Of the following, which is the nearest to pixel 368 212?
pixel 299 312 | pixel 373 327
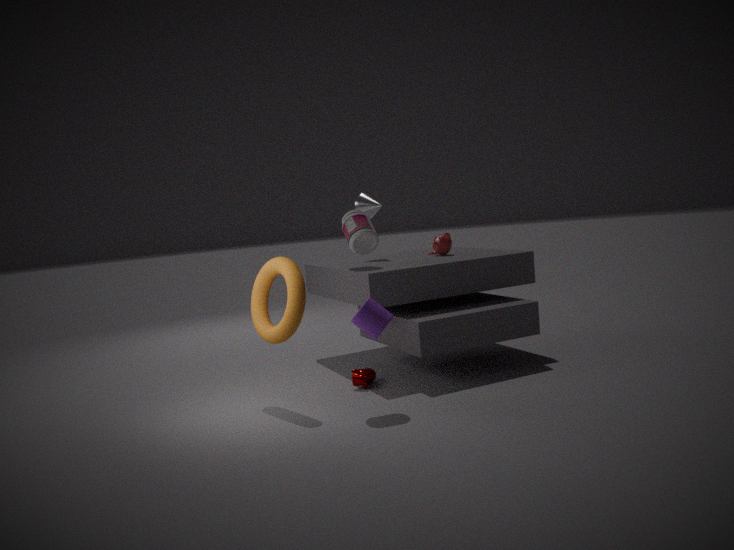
pixel 299 312
